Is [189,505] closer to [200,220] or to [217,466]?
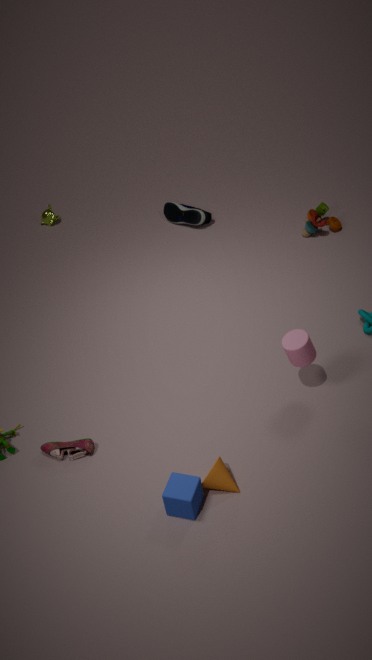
[217,466]
